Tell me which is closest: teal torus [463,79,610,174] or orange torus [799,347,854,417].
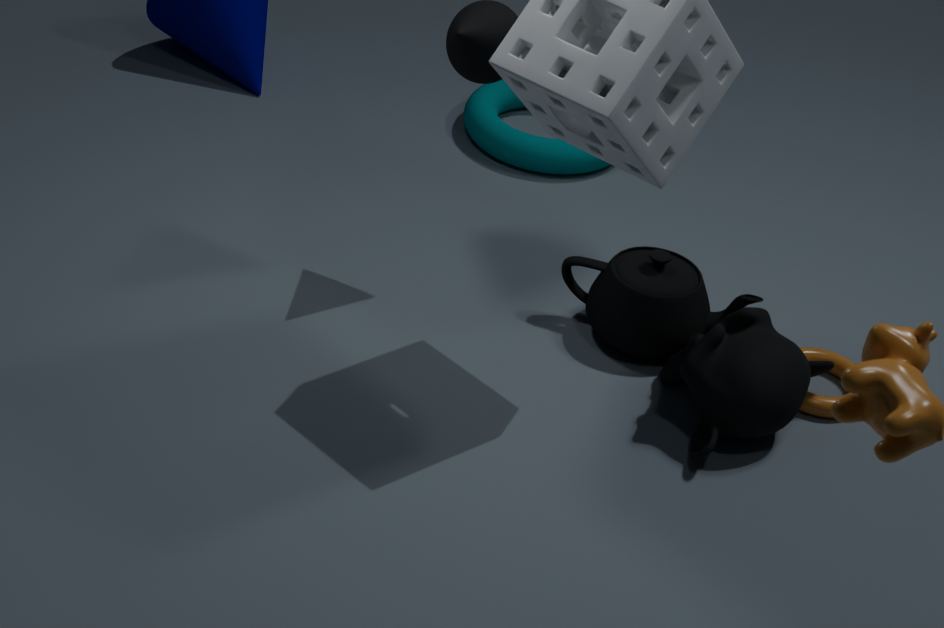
orange torus [799,347,854,417]
